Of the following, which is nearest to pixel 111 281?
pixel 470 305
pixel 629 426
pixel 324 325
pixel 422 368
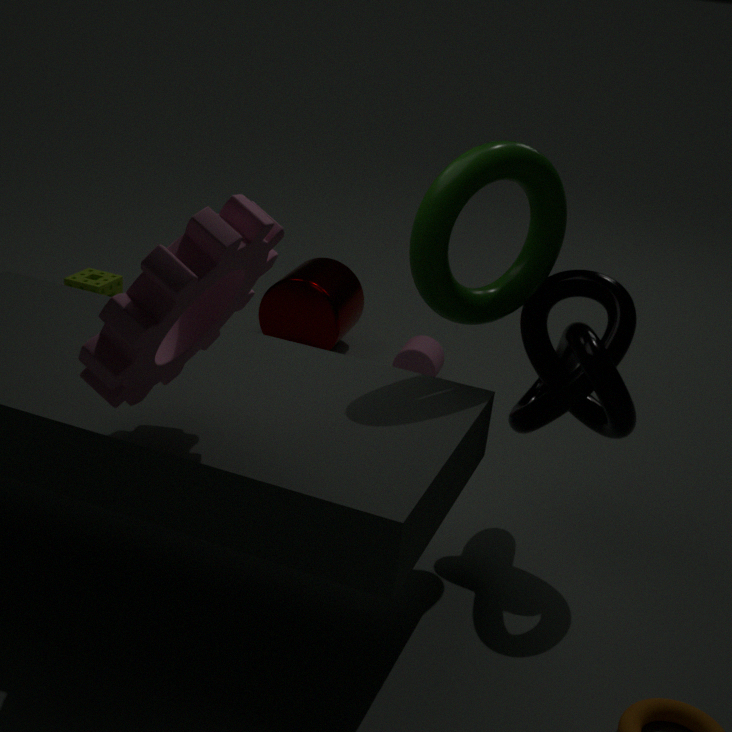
pixel 324 325
